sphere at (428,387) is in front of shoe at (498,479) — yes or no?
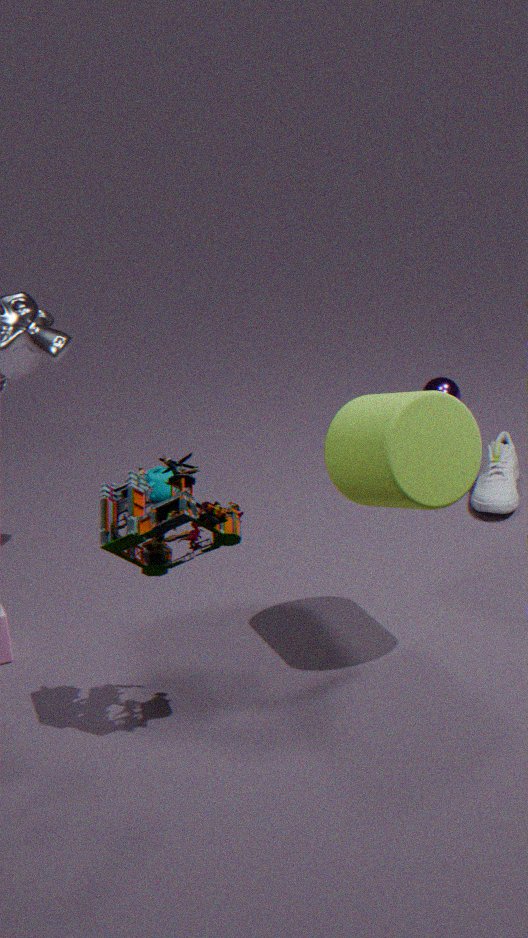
No
